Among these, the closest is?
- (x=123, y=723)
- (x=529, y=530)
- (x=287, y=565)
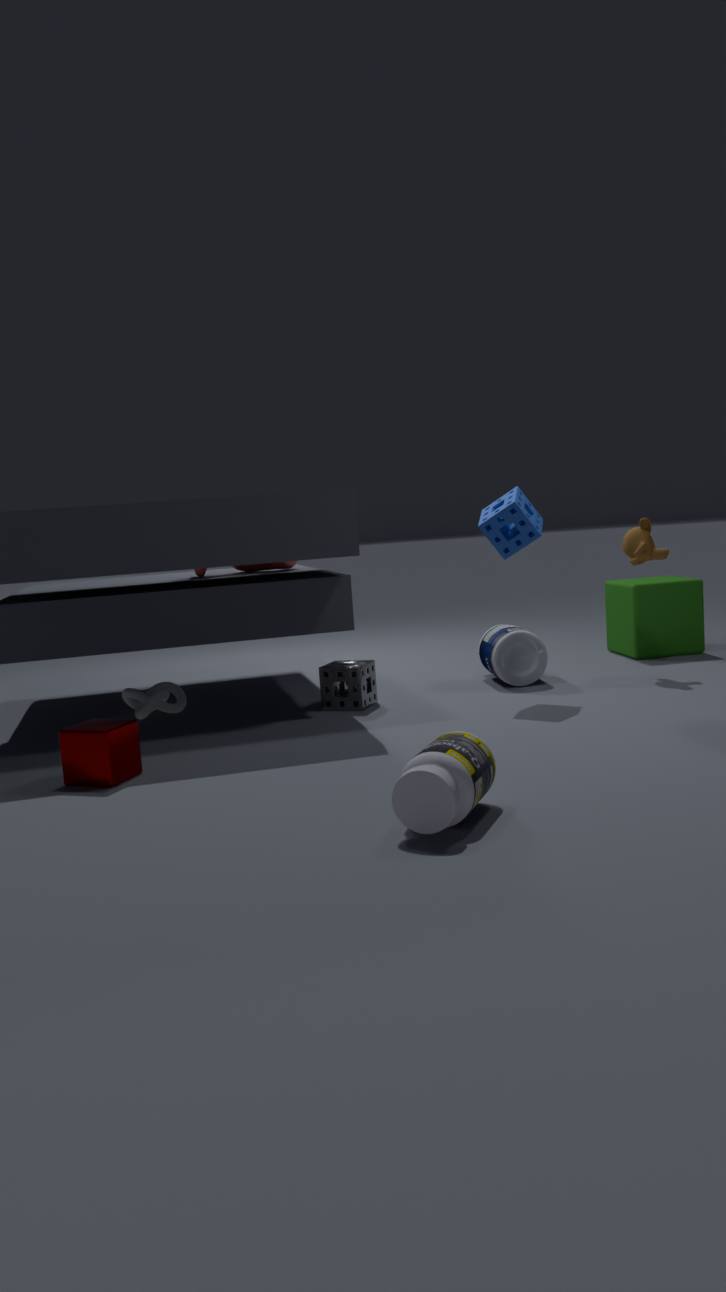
(x=123, y=723)
